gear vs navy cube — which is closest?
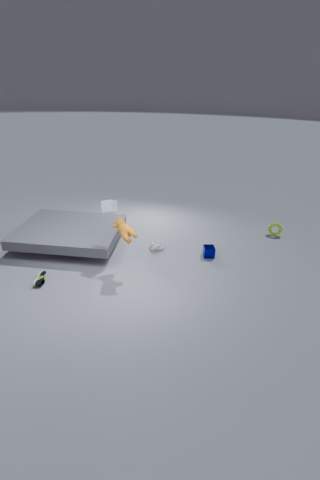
navy cube
